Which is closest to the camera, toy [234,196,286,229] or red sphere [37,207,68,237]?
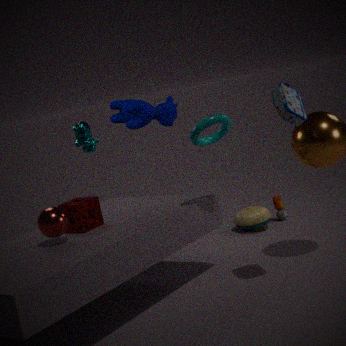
red sphere [37,207,68,237]
